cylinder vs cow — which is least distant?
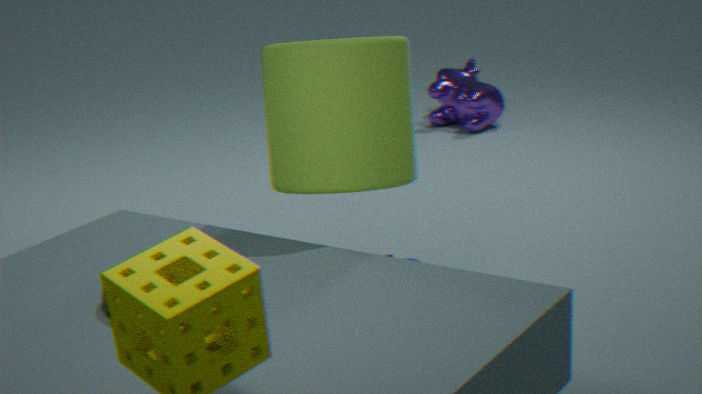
cylinder
